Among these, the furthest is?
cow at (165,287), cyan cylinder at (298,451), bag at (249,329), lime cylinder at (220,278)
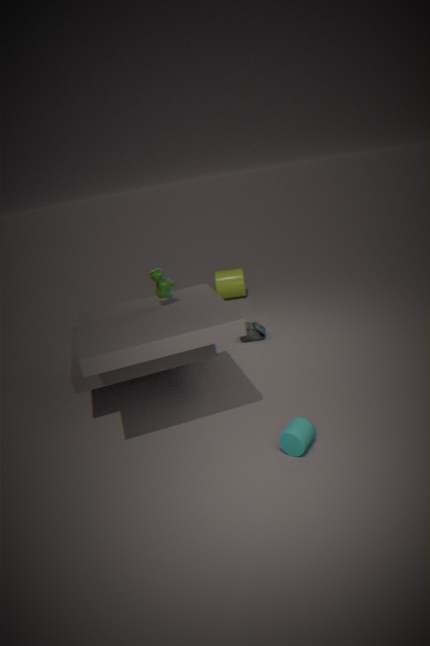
lime cylinder at (220,278)
